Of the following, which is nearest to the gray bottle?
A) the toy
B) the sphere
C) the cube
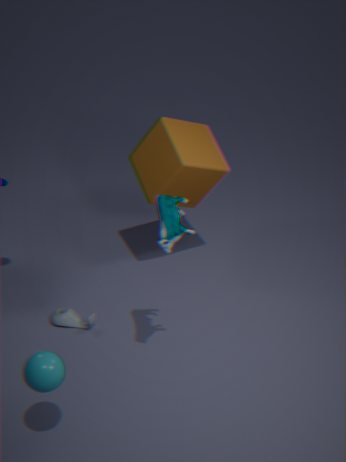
the cube
